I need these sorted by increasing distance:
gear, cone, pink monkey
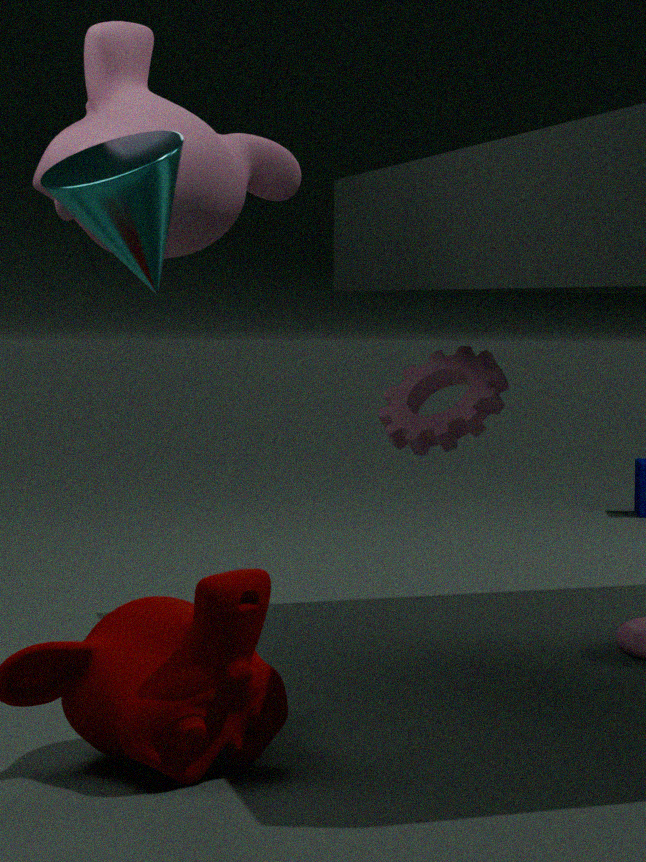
1. cone
2. pink monkey
3. gear
